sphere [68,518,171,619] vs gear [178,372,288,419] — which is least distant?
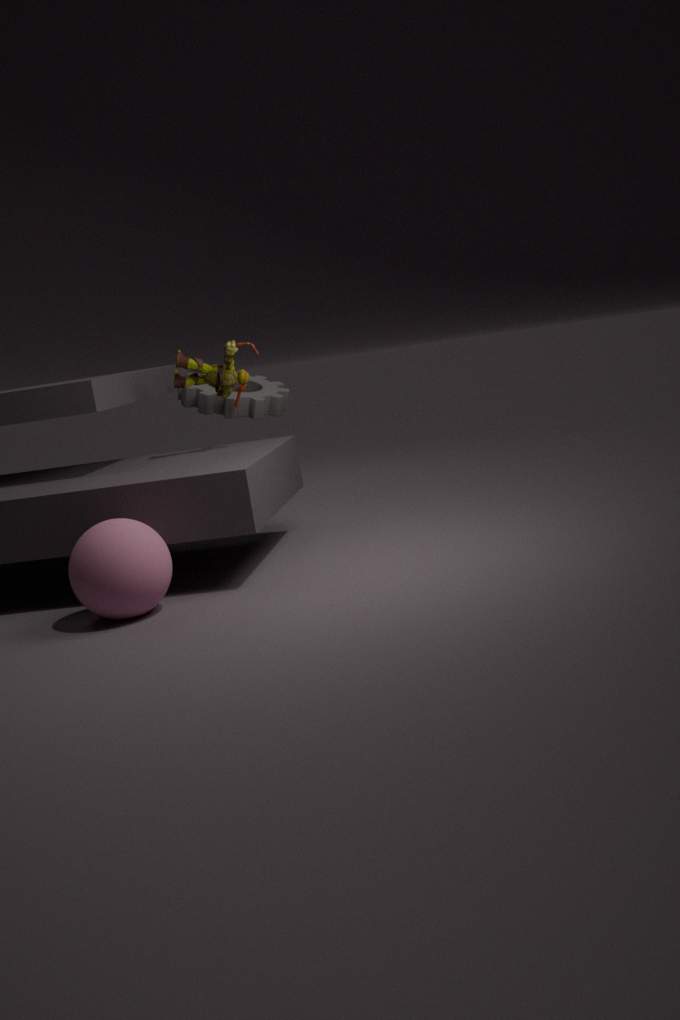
sphere [68,518,171,619]
